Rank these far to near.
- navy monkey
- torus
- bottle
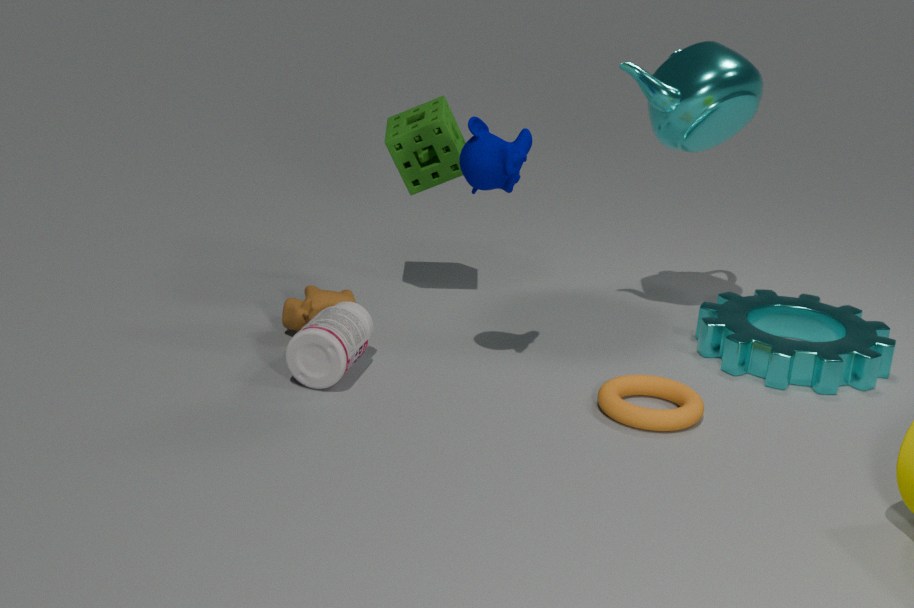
bottle, torus, navy monkey
